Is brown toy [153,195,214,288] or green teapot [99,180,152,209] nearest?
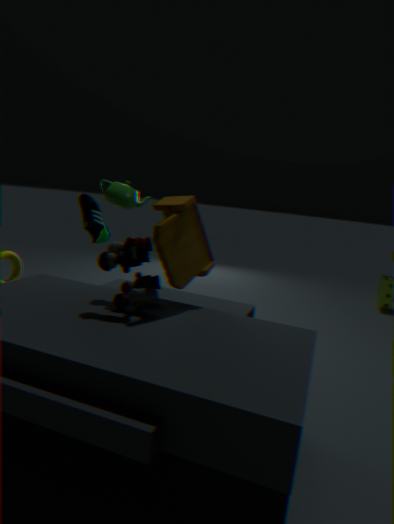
brown toy [153,195,214,288]
